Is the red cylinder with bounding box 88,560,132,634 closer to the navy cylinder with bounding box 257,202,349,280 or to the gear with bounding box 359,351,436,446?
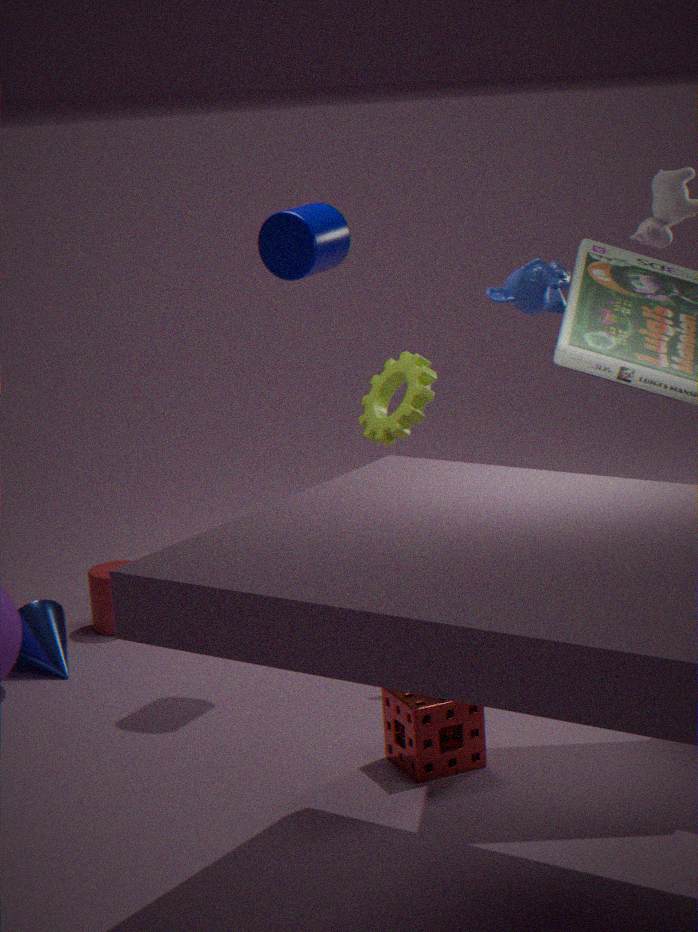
the gear with bounding box 359,351,436,446
